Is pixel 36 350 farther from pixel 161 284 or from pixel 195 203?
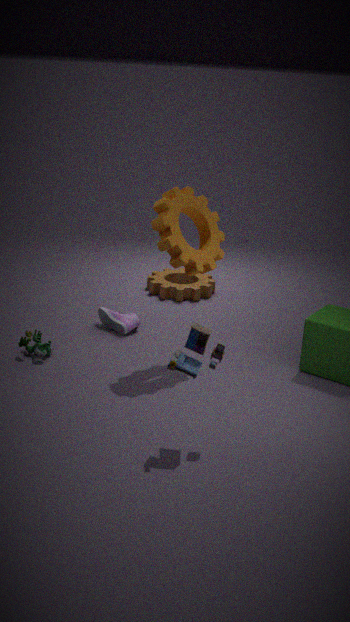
pixel 161 284
